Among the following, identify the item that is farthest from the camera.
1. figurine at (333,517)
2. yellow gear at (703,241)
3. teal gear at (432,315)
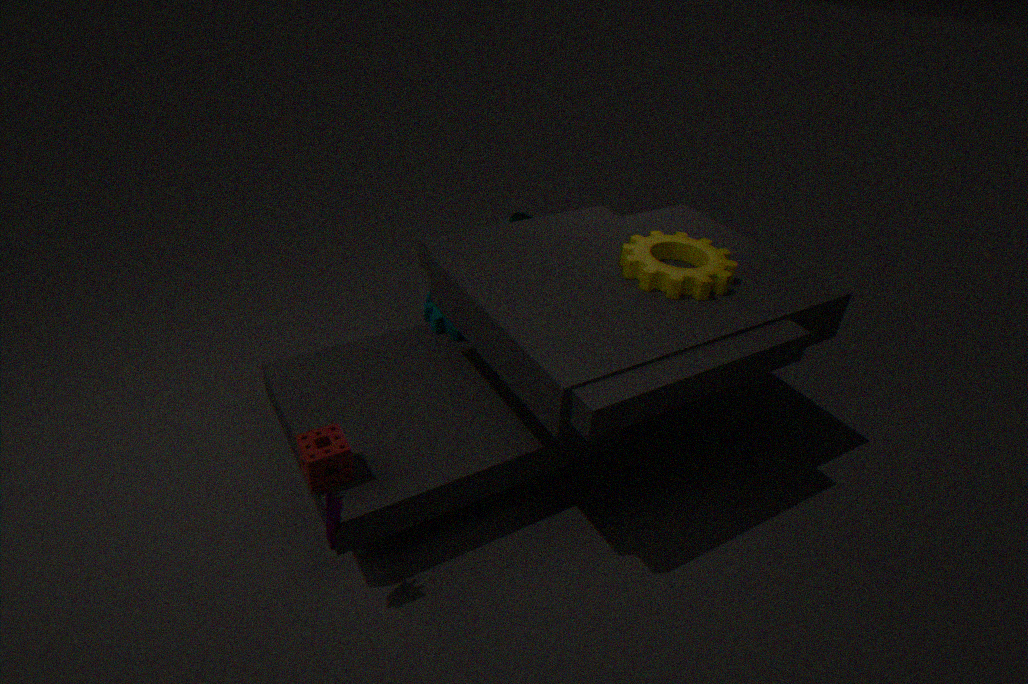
teal gear at (432,315)
